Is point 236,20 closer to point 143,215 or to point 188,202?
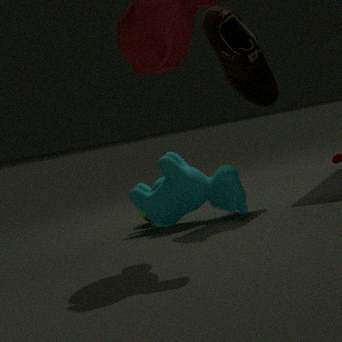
point 188,202
